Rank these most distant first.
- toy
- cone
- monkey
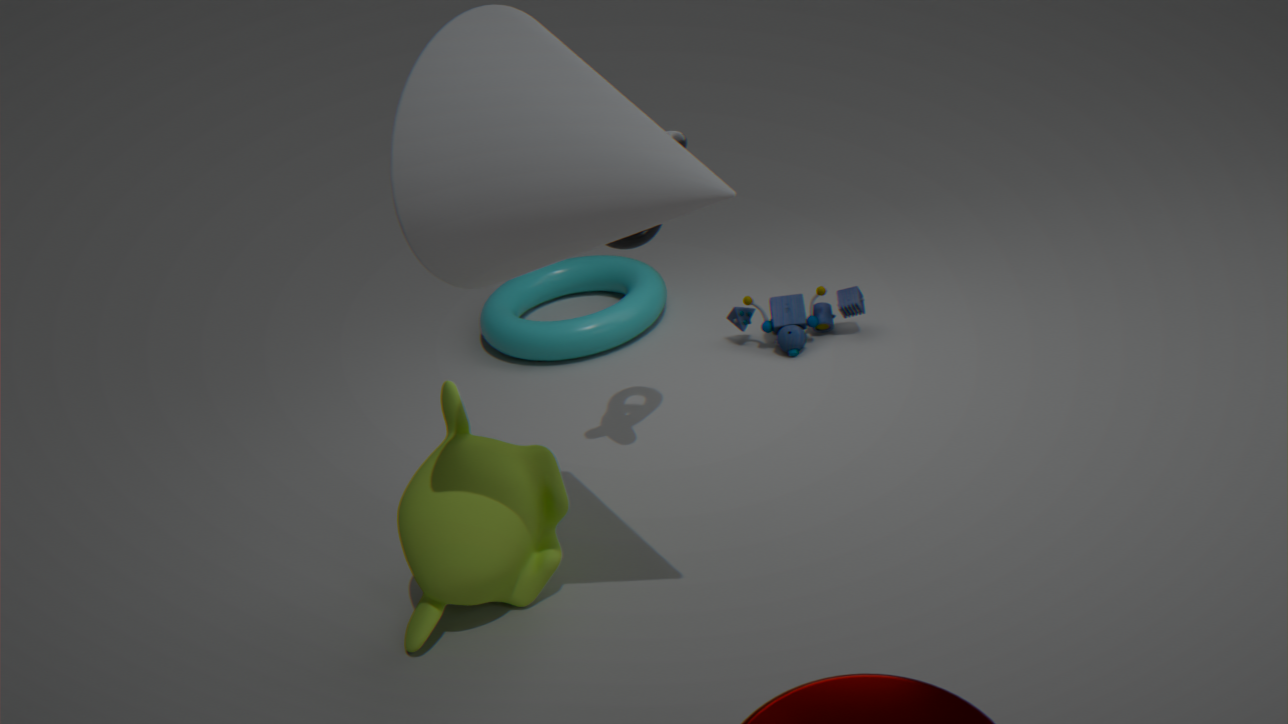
1. toy
2. monkey
3. cone
